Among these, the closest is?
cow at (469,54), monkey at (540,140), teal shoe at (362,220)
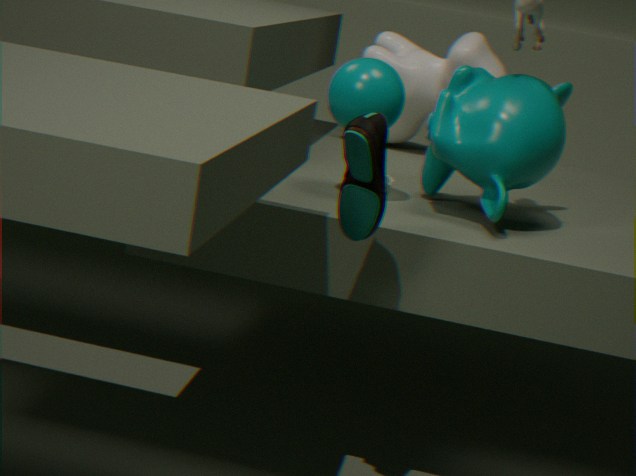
teal shoe at (362,220)
